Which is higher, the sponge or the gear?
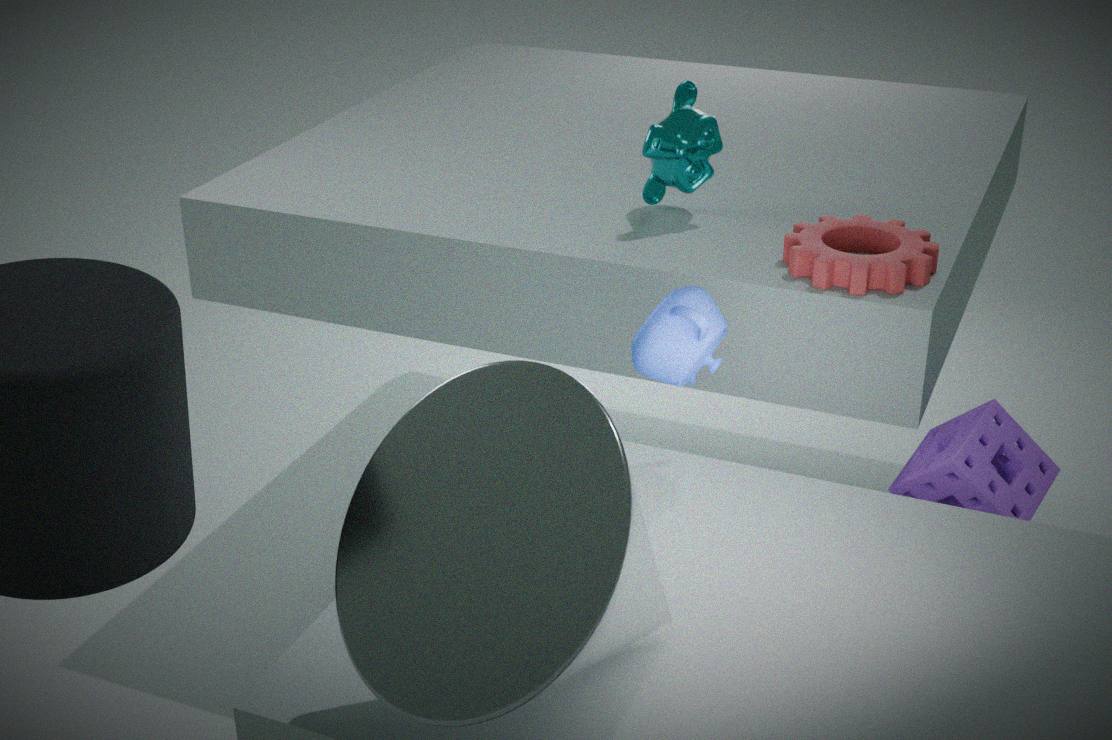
the gear
